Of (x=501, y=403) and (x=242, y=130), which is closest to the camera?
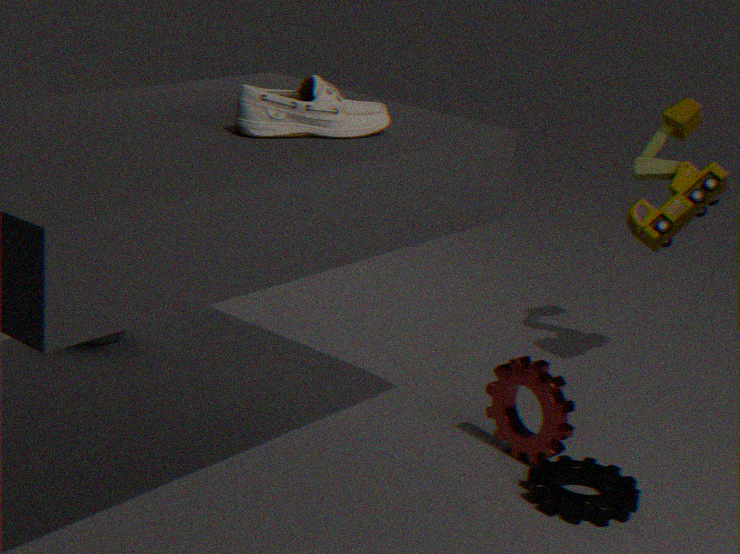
(x=242, y=130)
